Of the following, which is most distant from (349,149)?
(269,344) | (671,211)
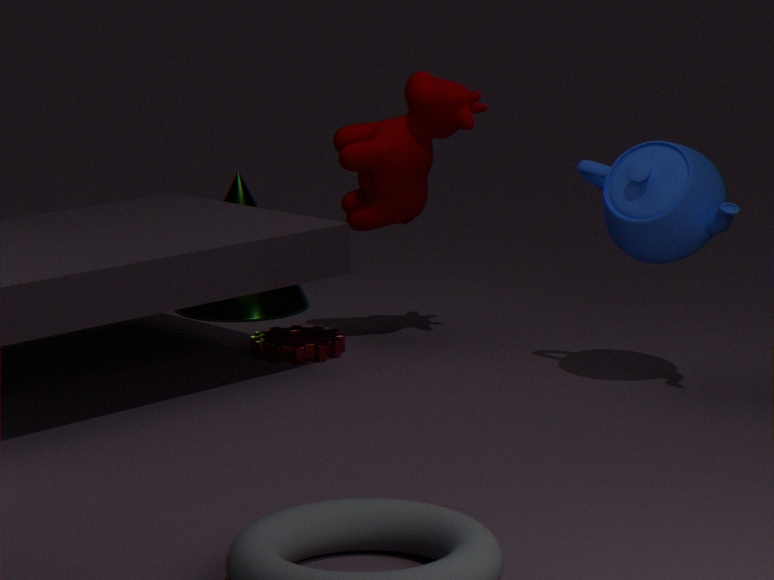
(671,211)
